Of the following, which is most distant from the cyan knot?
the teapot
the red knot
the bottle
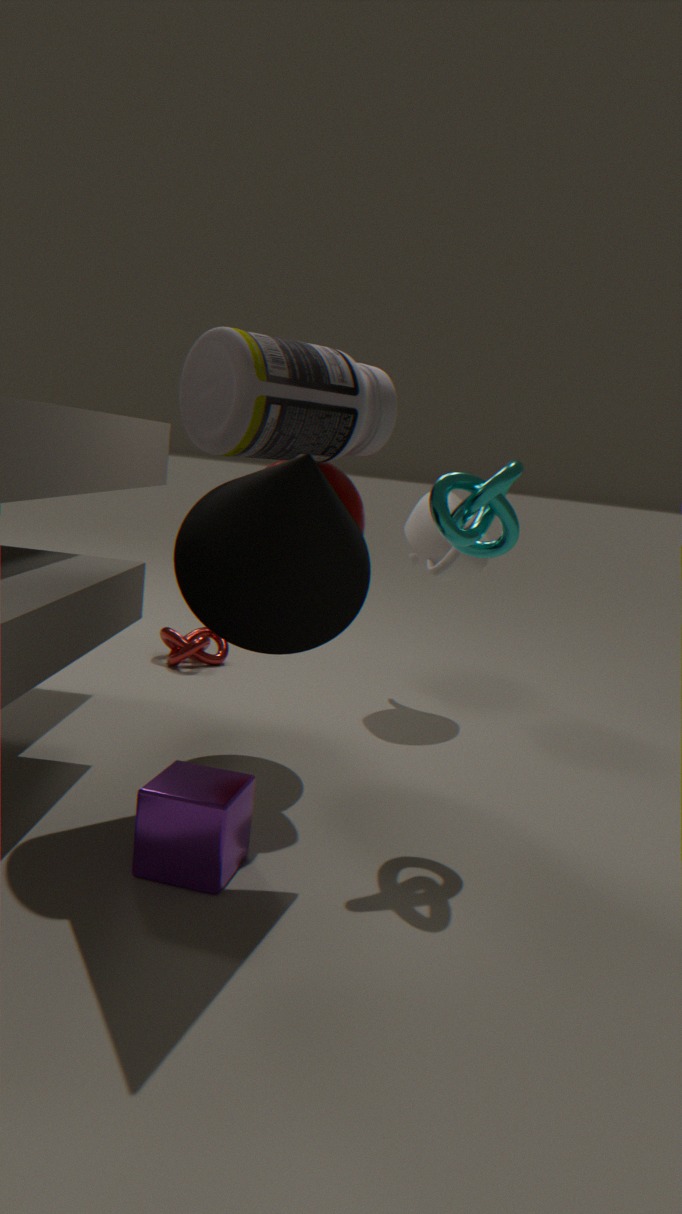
the red knot
